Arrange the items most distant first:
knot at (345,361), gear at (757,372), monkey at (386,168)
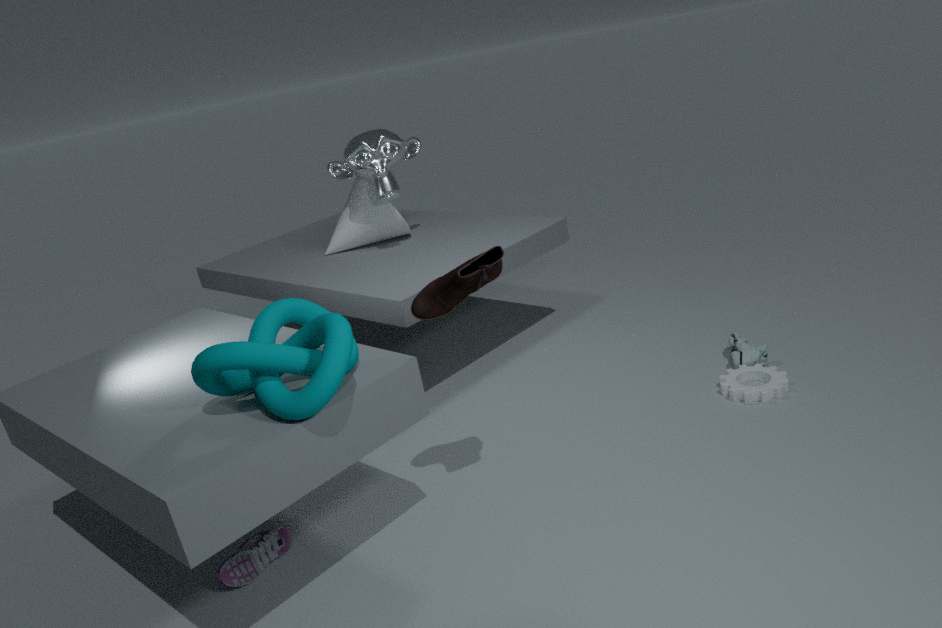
monkey at (386,168) → gear at (757,372) → knot at (345,361)
